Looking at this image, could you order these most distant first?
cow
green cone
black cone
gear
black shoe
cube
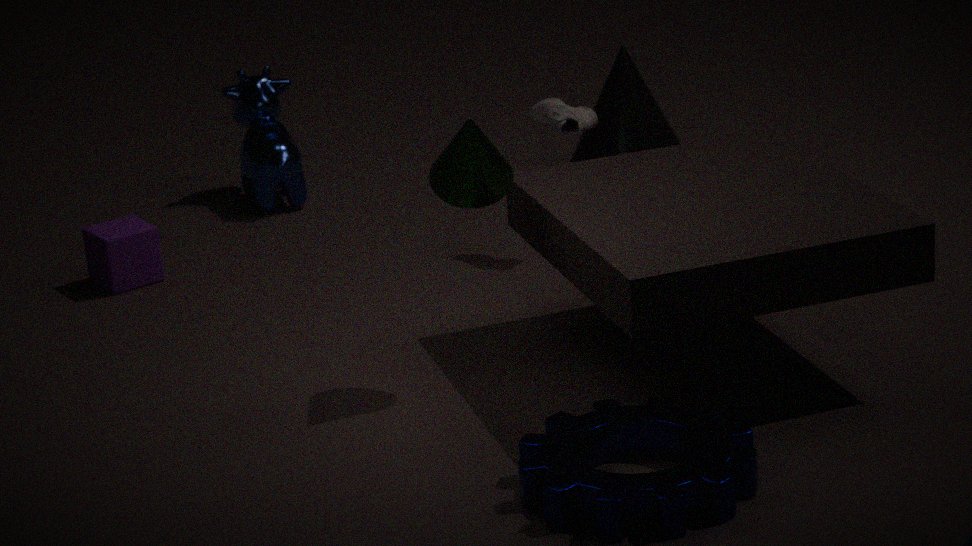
black cone → cow → cube → black shoe → green cone → gear
